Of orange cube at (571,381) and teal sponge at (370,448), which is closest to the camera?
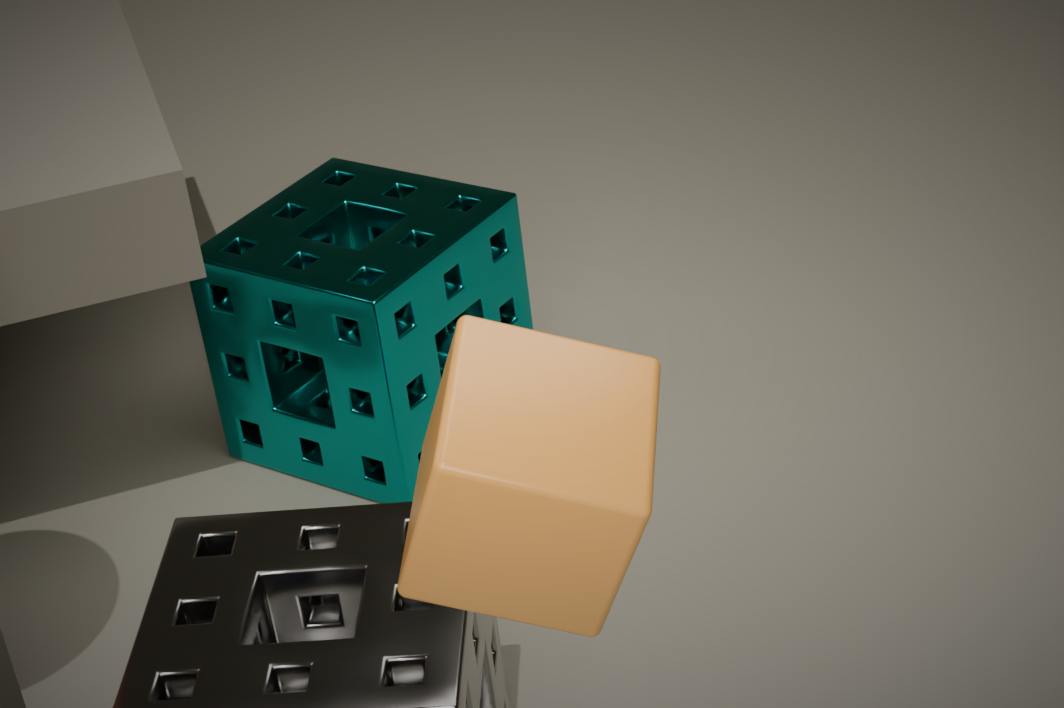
orange cube at (571,381)
